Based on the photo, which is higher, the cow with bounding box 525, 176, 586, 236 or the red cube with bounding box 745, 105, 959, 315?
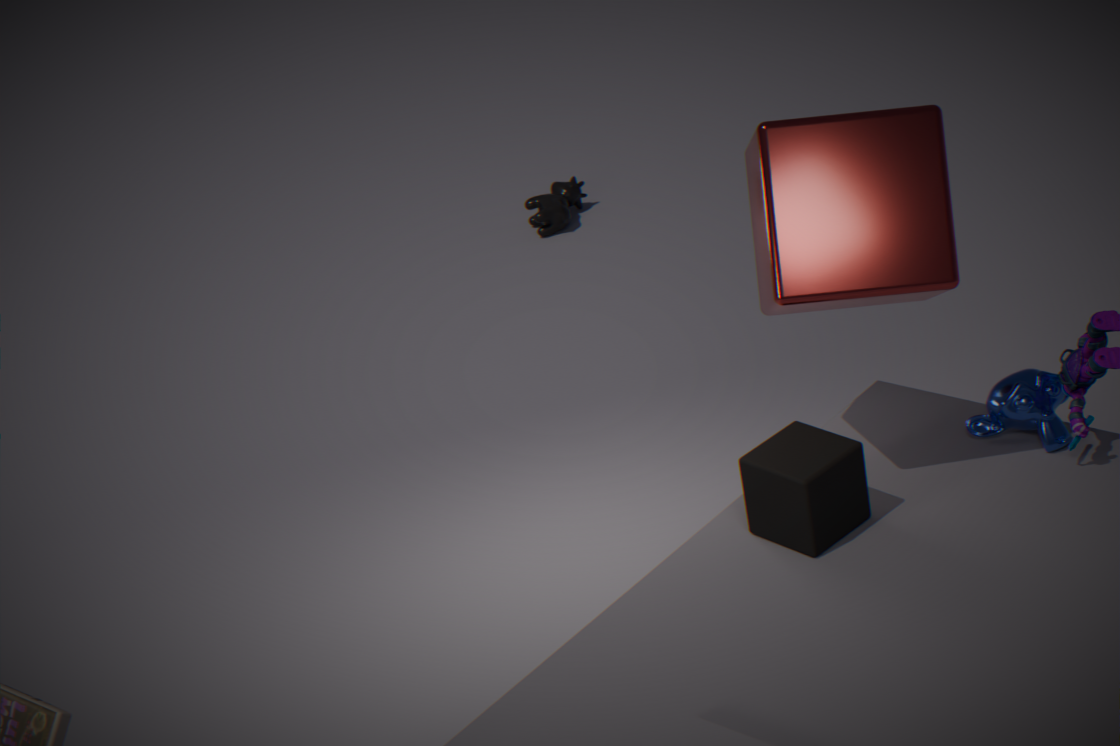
the red cube with bounding box 745, 105, 959, 315
